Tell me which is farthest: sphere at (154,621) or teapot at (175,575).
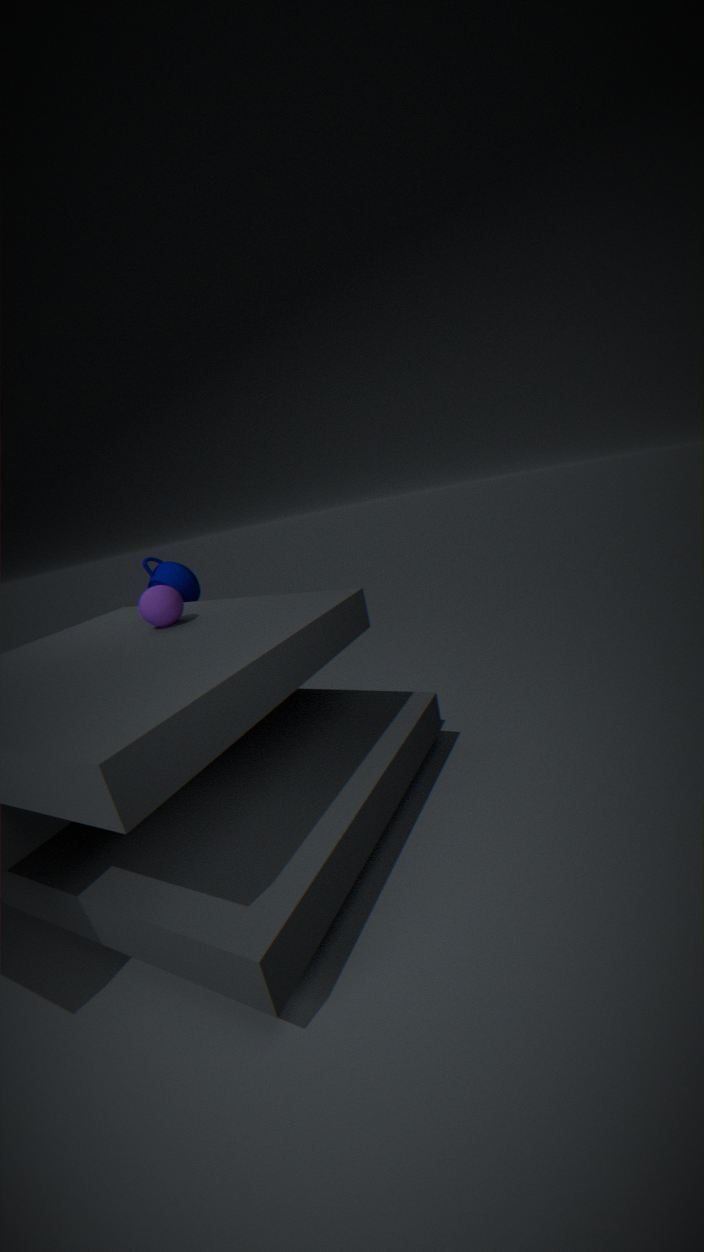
teapot at (175,575)
